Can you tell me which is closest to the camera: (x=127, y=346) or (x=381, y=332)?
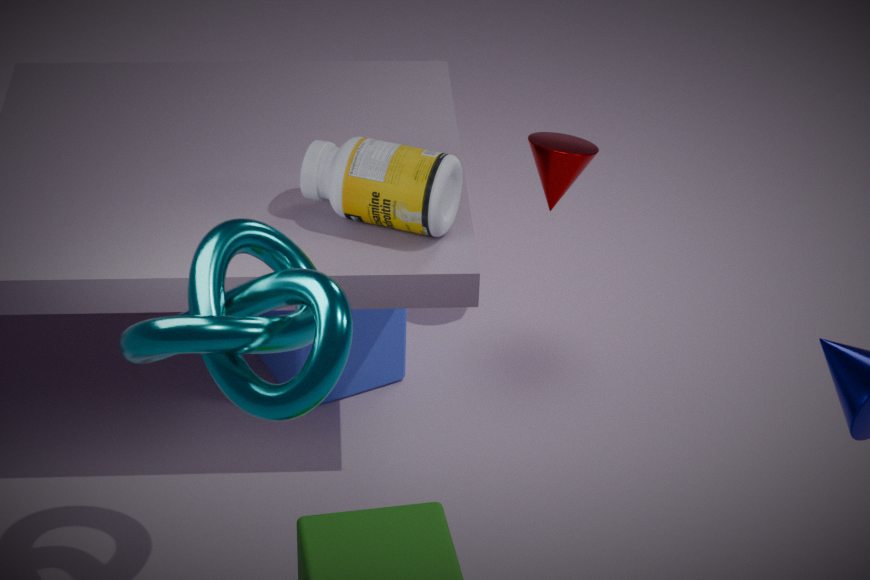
(x=127, y=346)
